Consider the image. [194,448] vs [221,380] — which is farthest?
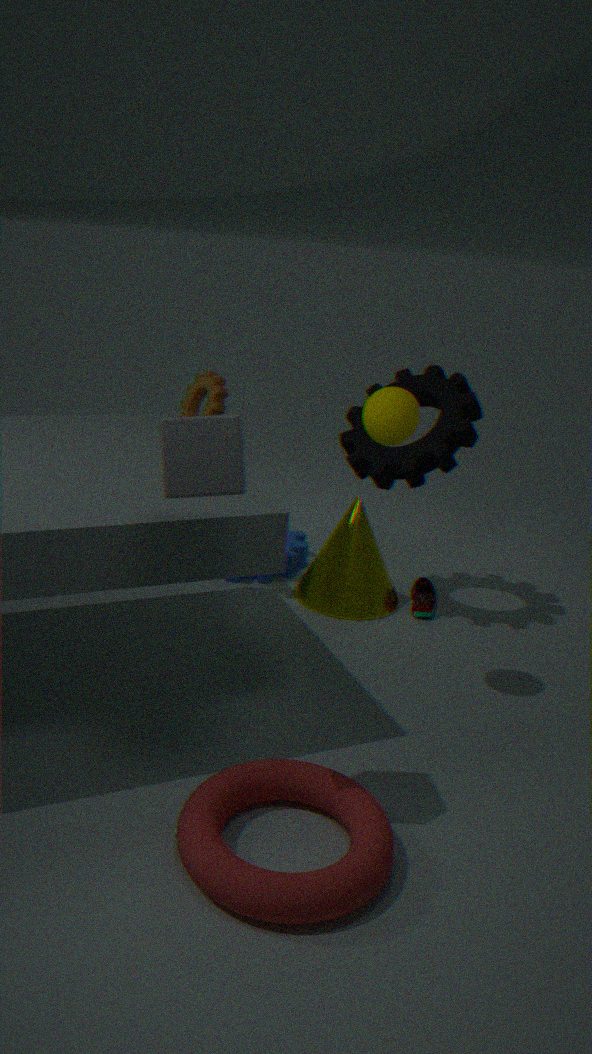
[221,380]
